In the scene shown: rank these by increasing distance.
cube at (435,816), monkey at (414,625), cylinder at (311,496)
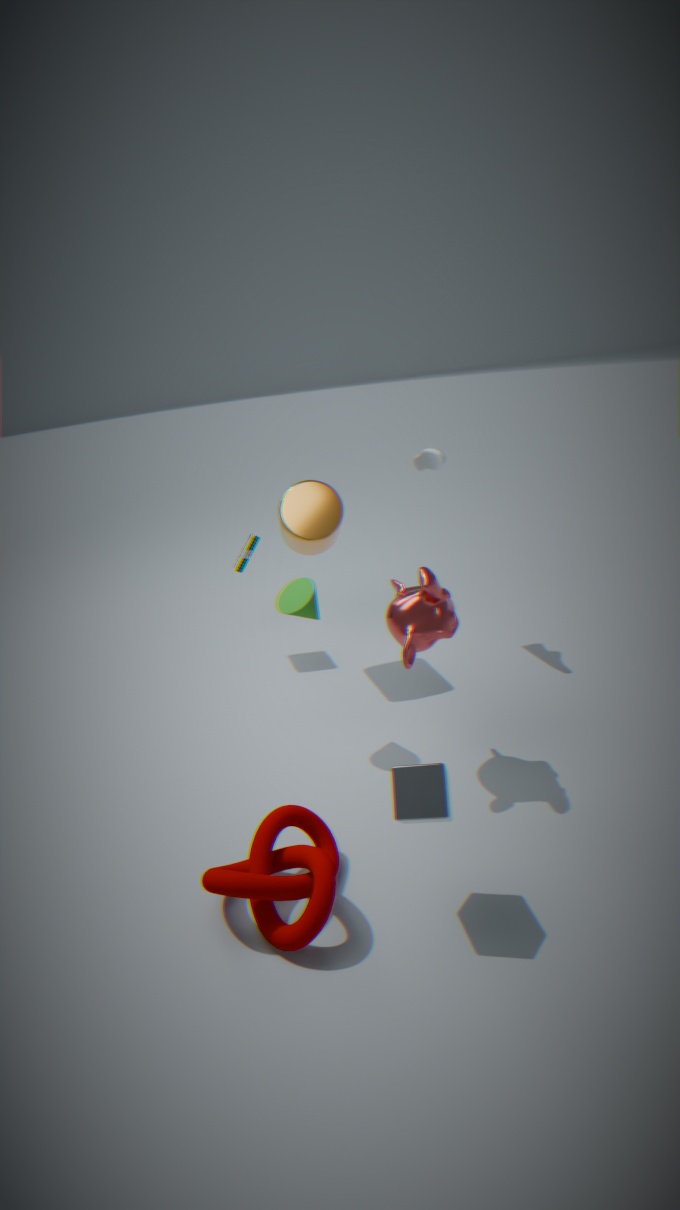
cube at (435,816) → monkey at (414,625) → cylinder at (311,496)
